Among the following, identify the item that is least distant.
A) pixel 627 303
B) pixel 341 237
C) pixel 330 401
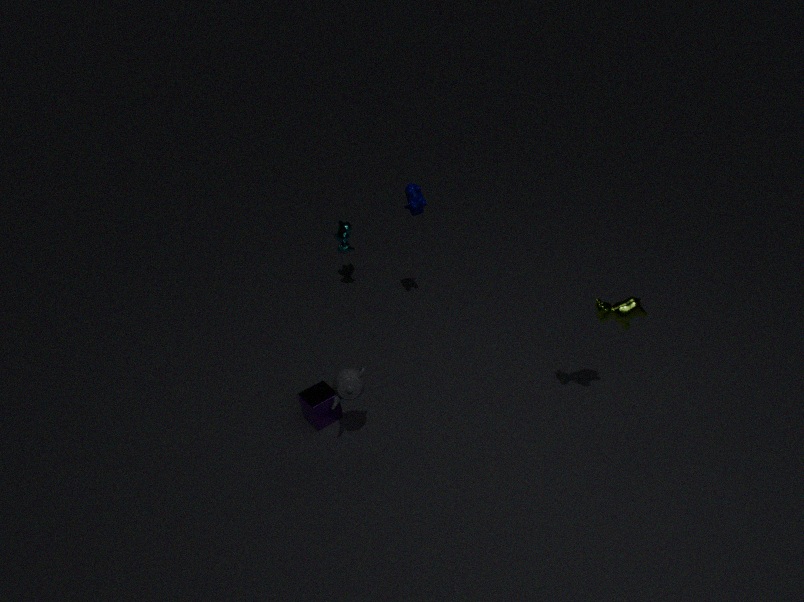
A. pixel 627 303
